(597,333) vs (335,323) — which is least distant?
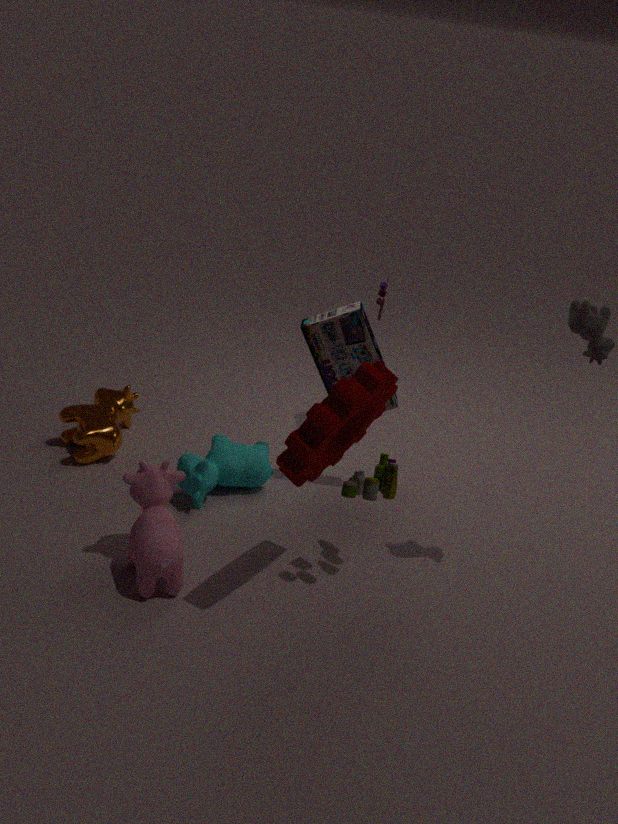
(597,333)
